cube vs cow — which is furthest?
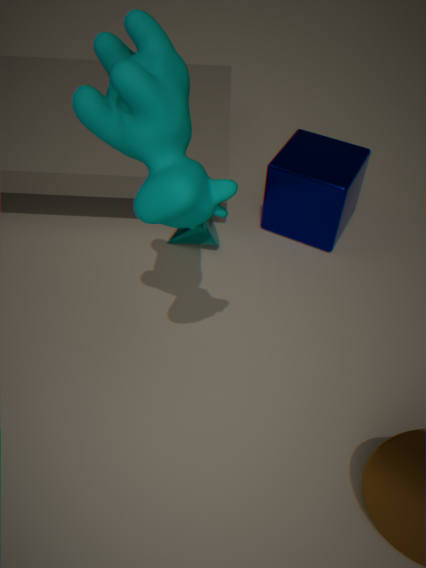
cube
